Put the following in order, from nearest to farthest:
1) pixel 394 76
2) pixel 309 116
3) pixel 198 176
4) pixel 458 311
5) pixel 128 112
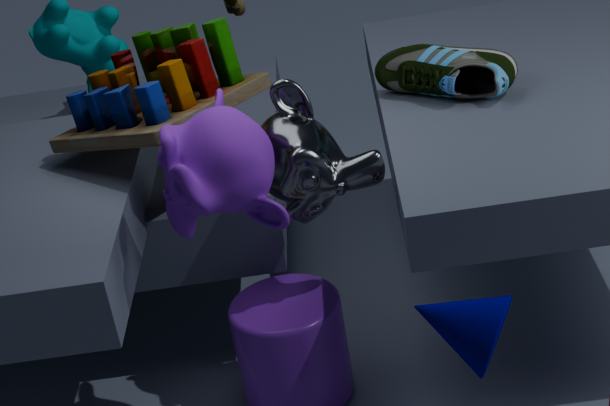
4. pixel 458 311
3. pixel 198 176
2. pixel 309 116
5. pixel 128 112
1. pixel 394 76
